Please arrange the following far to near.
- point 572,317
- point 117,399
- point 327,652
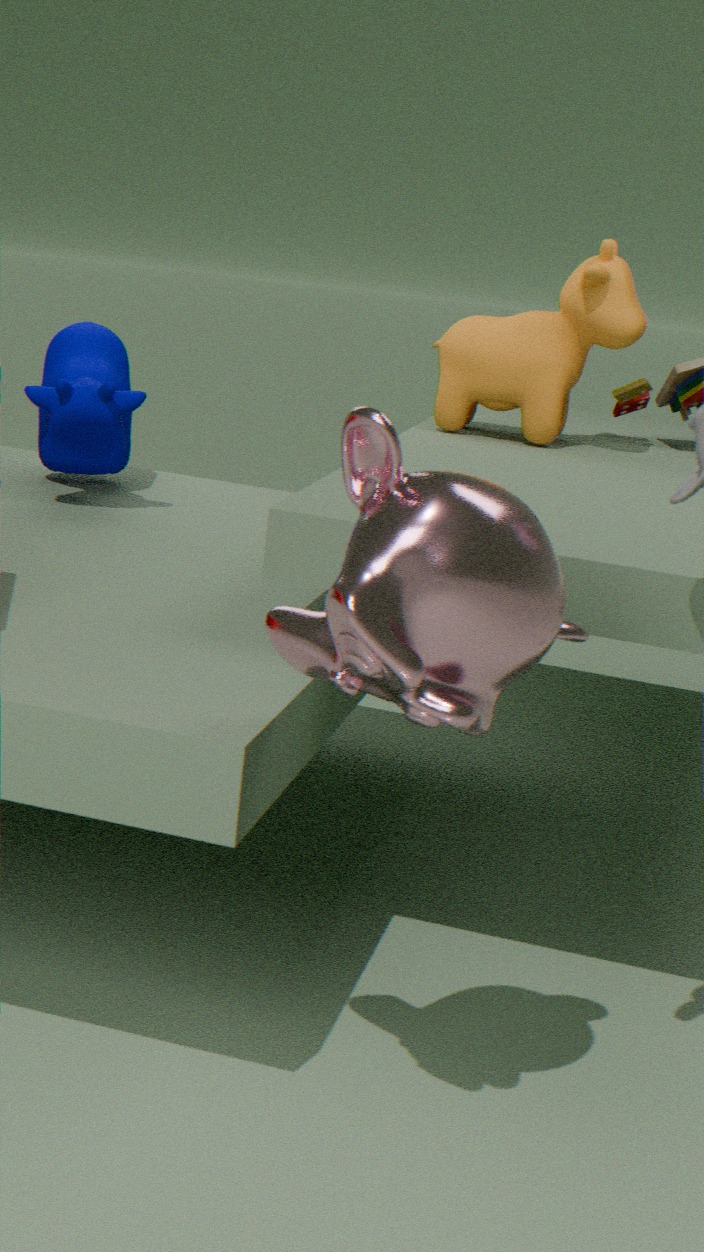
point 572,317
point 117,399
point 327,652
